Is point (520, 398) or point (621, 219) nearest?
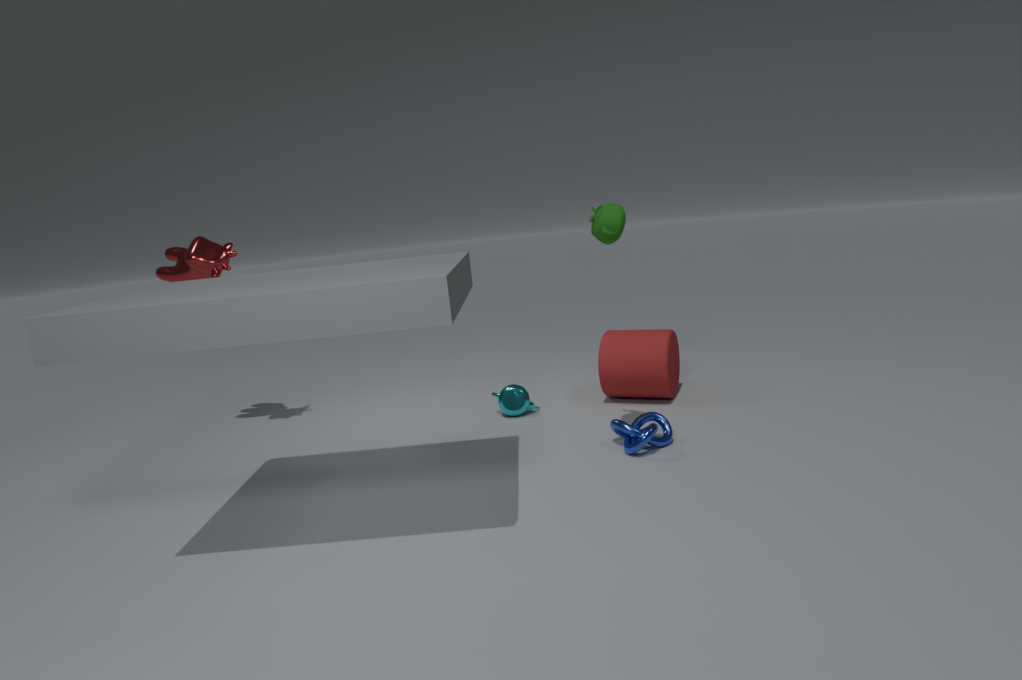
point (621, 219)
